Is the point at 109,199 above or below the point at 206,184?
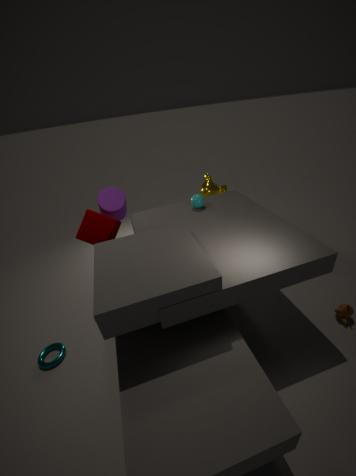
above
